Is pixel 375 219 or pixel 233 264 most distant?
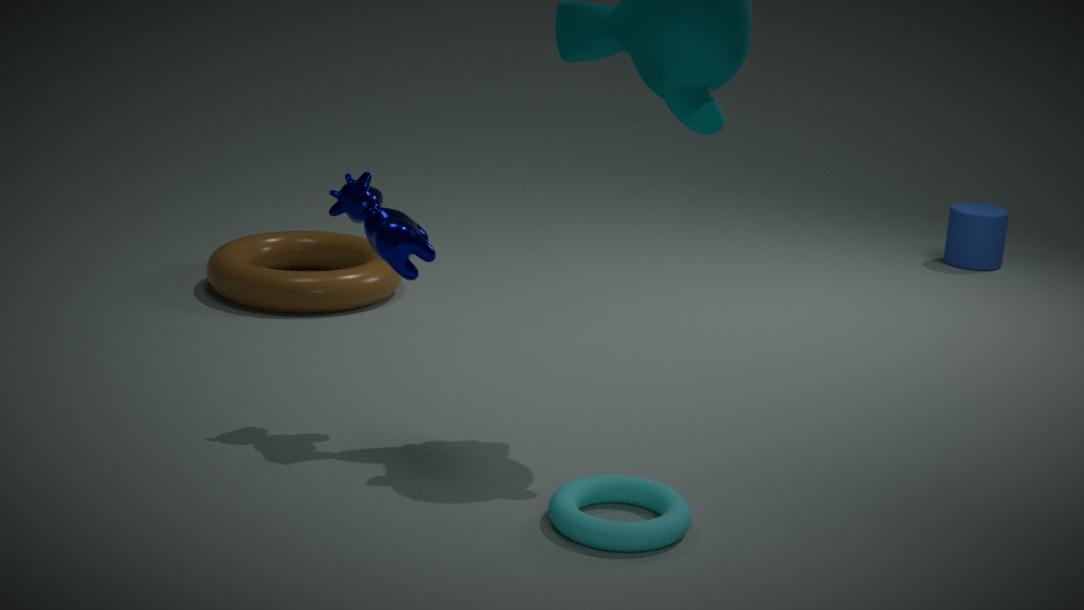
pixel 233 264
